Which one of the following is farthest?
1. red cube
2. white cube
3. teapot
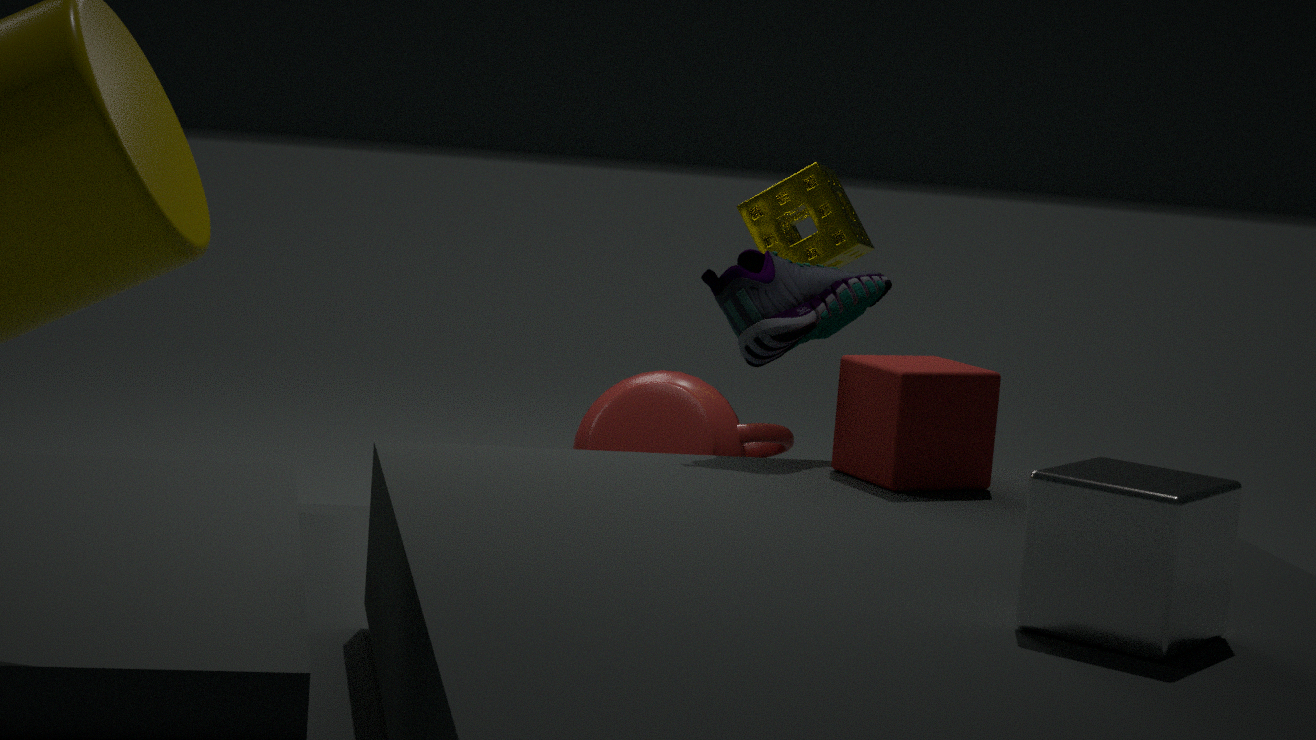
teapot
